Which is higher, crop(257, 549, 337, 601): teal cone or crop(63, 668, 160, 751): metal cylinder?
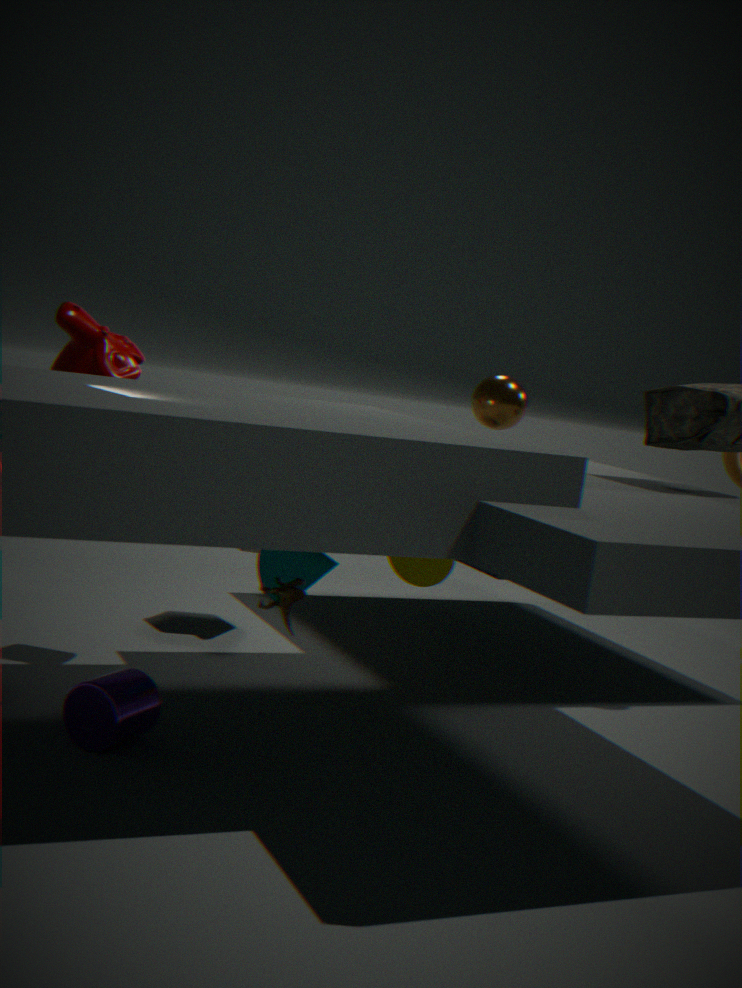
crop(257, 549, 337, 601): teal cone
